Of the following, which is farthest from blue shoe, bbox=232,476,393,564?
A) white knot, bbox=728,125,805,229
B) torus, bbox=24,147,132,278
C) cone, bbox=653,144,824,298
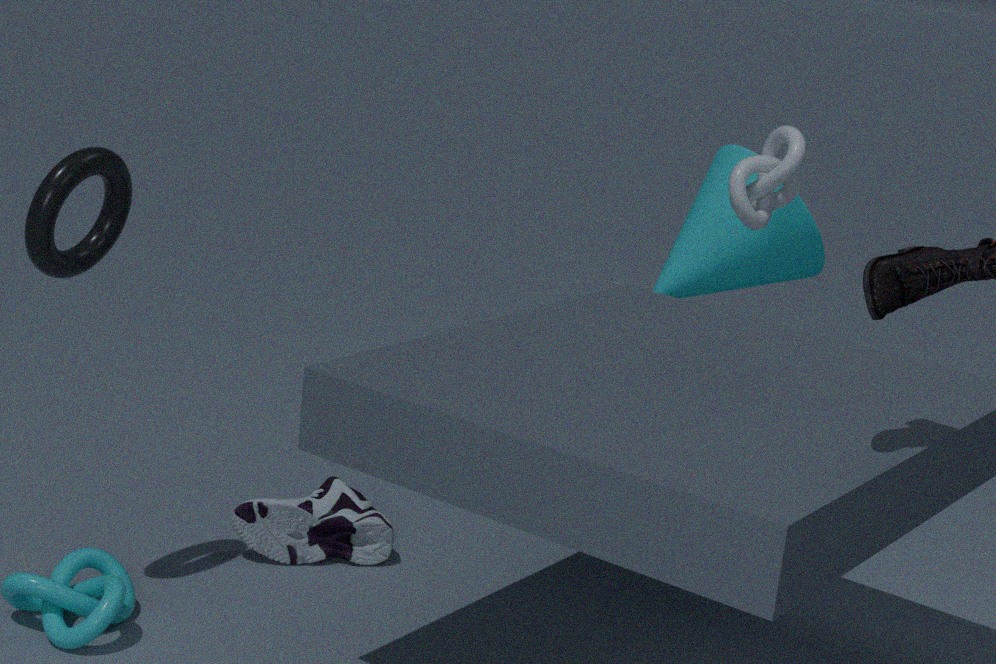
white knot, bbox=728,125,805,229
